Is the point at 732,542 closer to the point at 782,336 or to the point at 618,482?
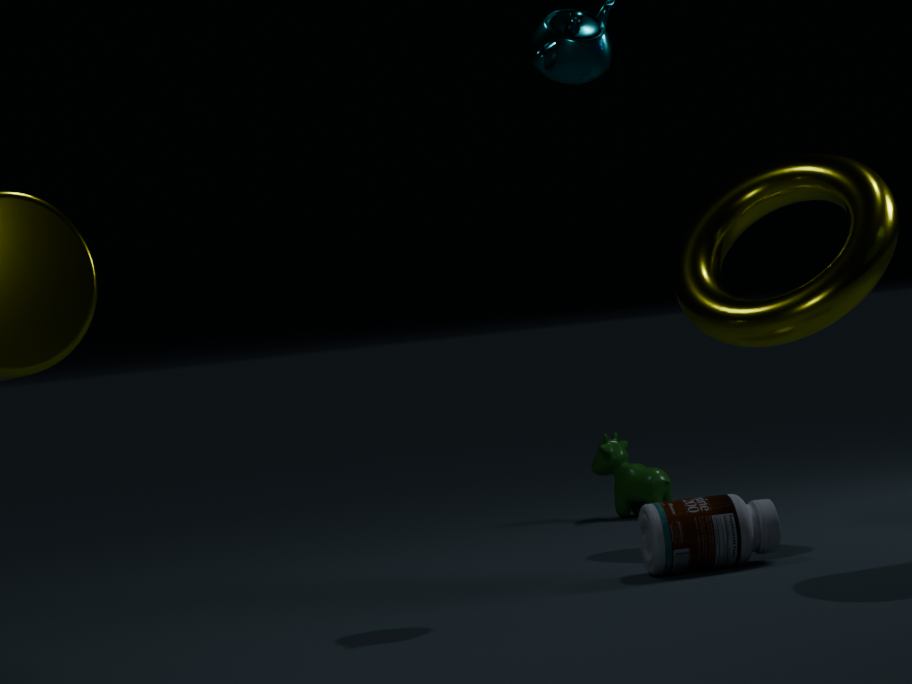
the point at 782,336
